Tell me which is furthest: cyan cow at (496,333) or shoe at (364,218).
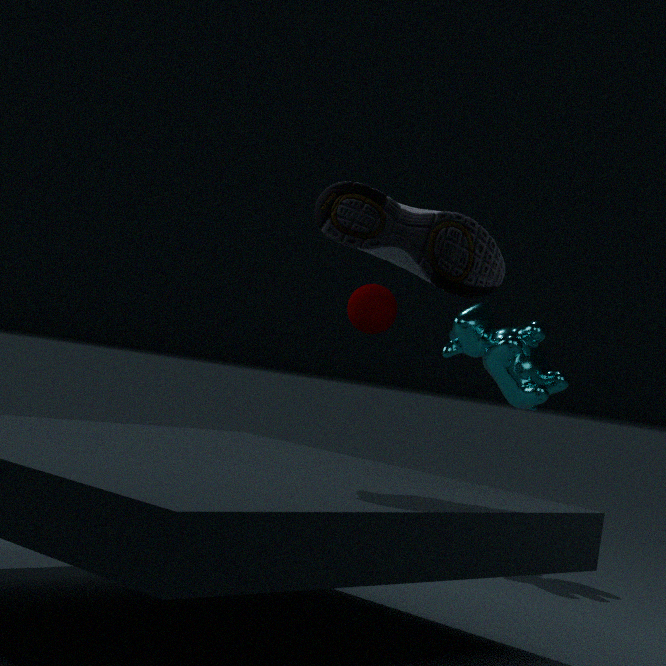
Result: cyan cow at (496,333)
